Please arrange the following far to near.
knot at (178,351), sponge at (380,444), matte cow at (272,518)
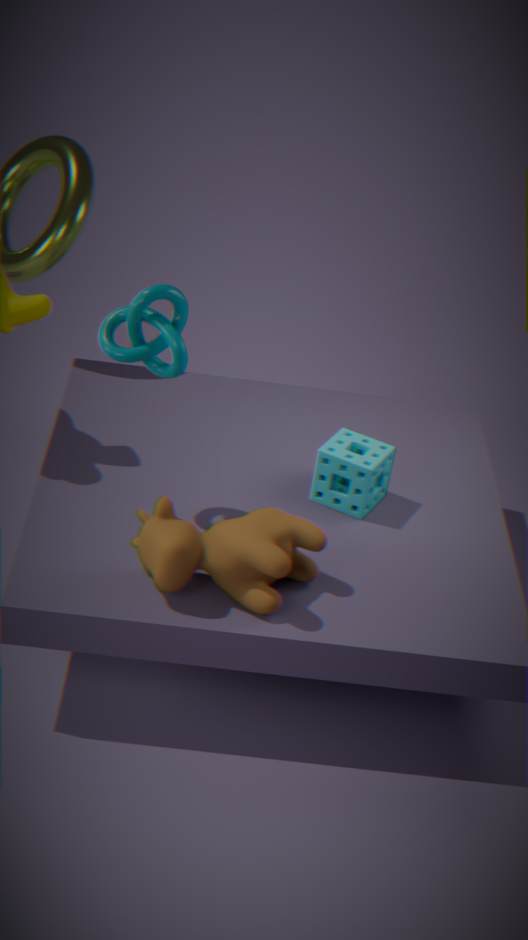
sponge at (380,444) < knot at (178,351) < matte cow at (272,518)
